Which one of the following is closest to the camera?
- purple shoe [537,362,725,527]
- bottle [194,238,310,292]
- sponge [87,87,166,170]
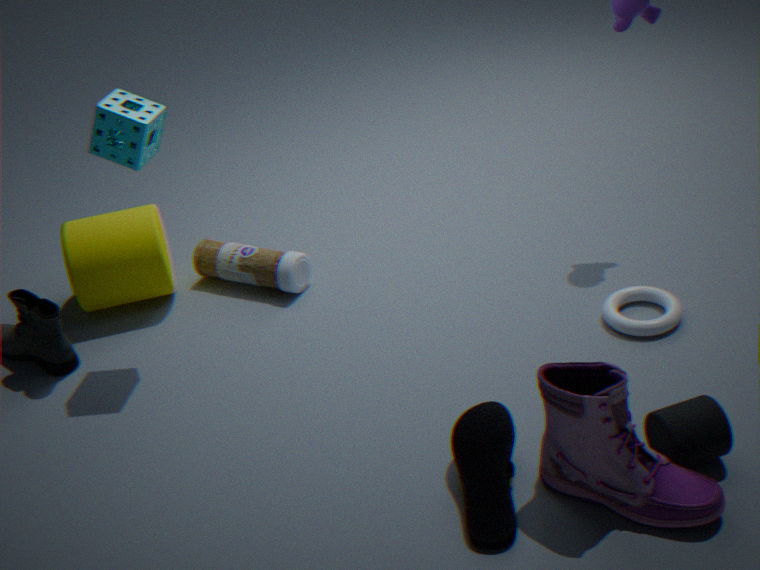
purple shoe [537,362,725,527]
